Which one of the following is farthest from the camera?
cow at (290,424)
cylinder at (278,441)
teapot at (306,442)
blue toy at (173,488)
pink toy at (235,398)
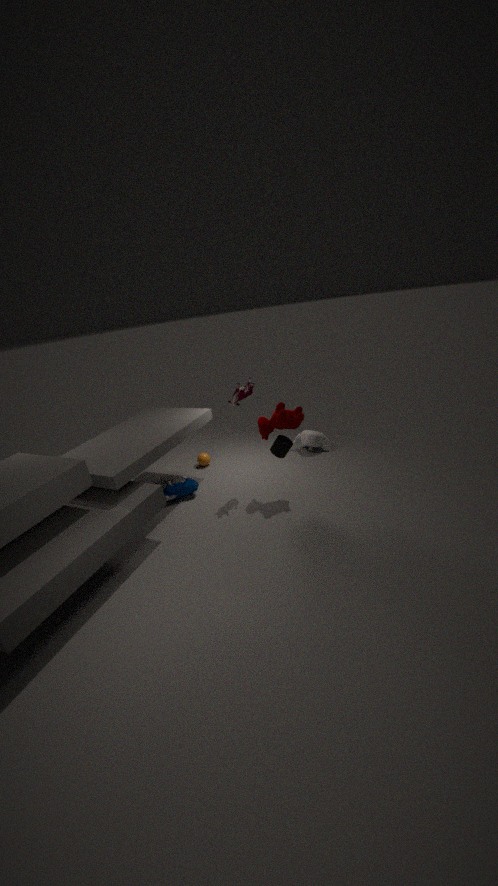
teapot at (306,442)
